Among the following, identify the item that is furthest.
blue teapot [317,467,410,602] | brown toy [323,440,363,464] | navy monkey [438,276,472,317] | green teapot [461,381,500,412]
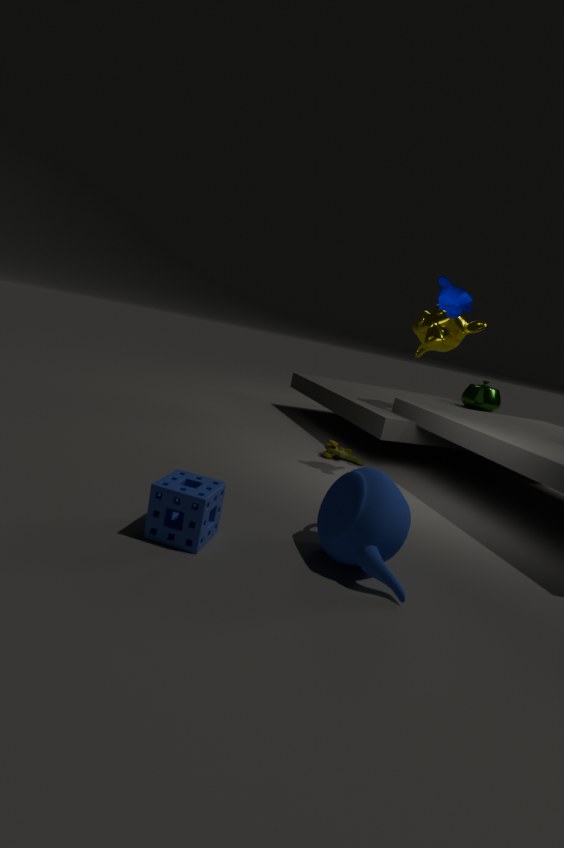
green teapot [461,381,500,412]
